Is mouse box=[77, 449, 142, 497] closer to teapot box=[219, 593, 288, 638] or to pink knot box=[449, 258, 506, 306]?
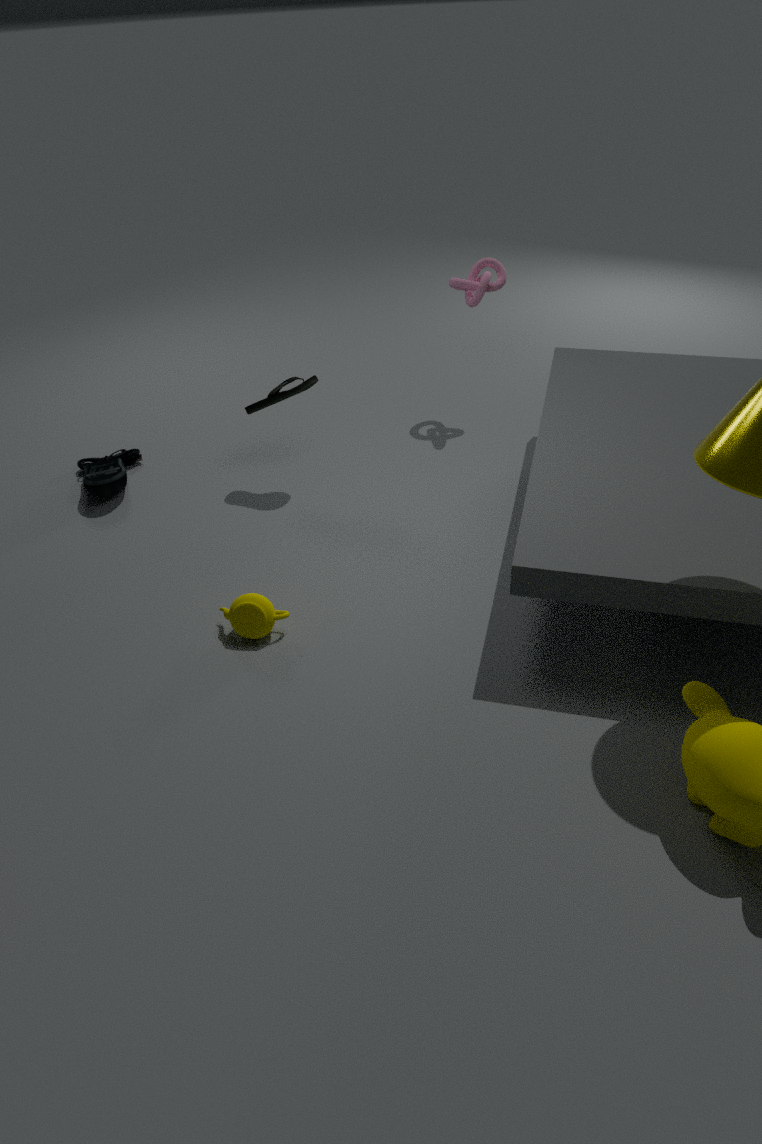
teapot box=[219, 593, 288, 638]
